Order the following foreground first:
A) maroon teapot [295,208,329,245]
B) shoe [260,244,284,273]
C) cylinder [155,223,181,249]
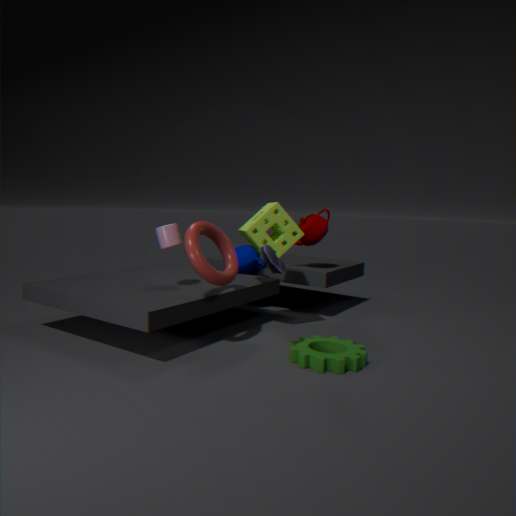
shoe [260,244,284,273] → cylinder [155,223,181,249] → maroon teapot [295,208,329,245]
